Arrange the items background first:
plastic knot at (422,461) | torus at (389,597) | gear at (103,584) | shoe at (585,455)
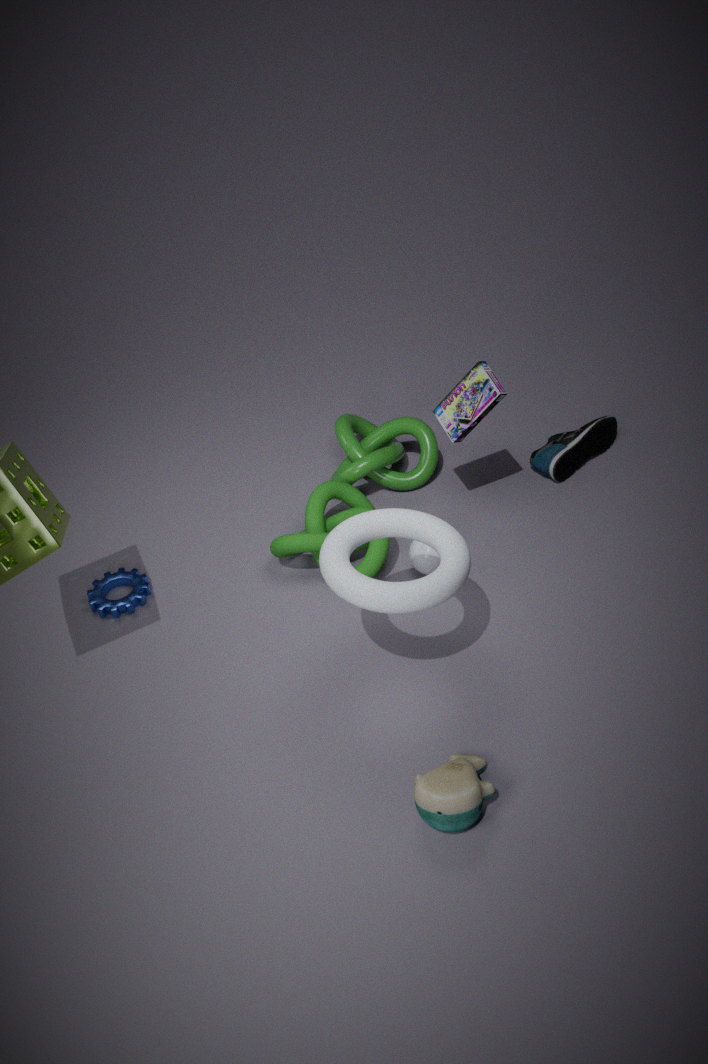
shoe at (585,455)
plastic knot at (422,461)
gear at (103,584)
torus at (389,597)
